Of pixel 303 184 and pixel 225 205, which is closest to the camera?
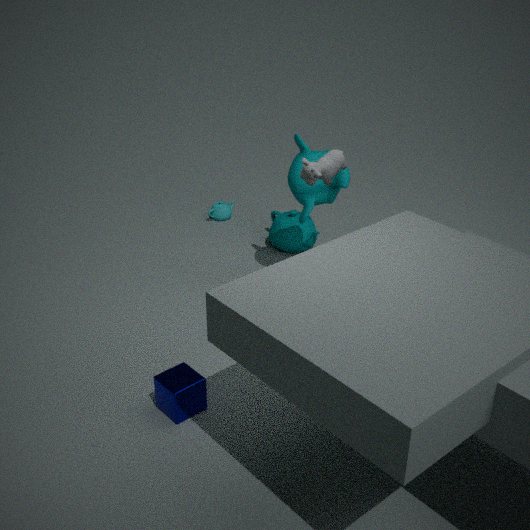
pixel 303 184
